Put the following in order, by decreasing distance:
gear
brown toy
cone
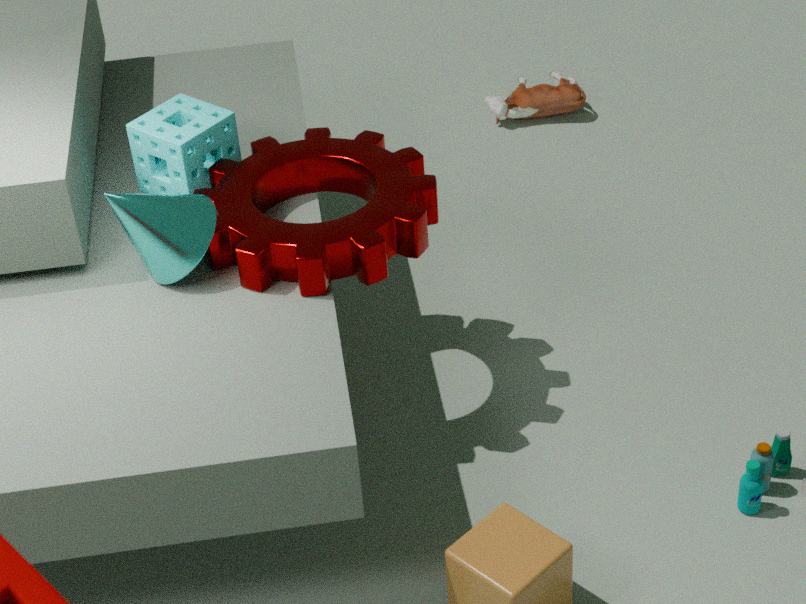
brown toy → gear → cone
